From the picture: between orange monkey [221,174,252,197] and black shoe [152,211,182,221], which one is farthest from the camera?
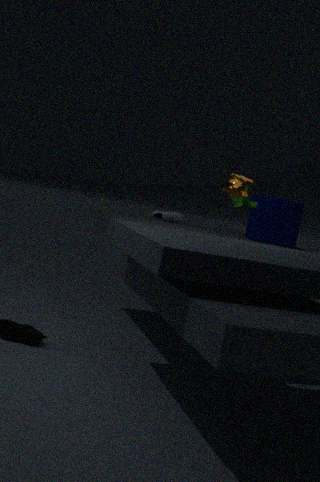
black shoe [152,211,182,221]
